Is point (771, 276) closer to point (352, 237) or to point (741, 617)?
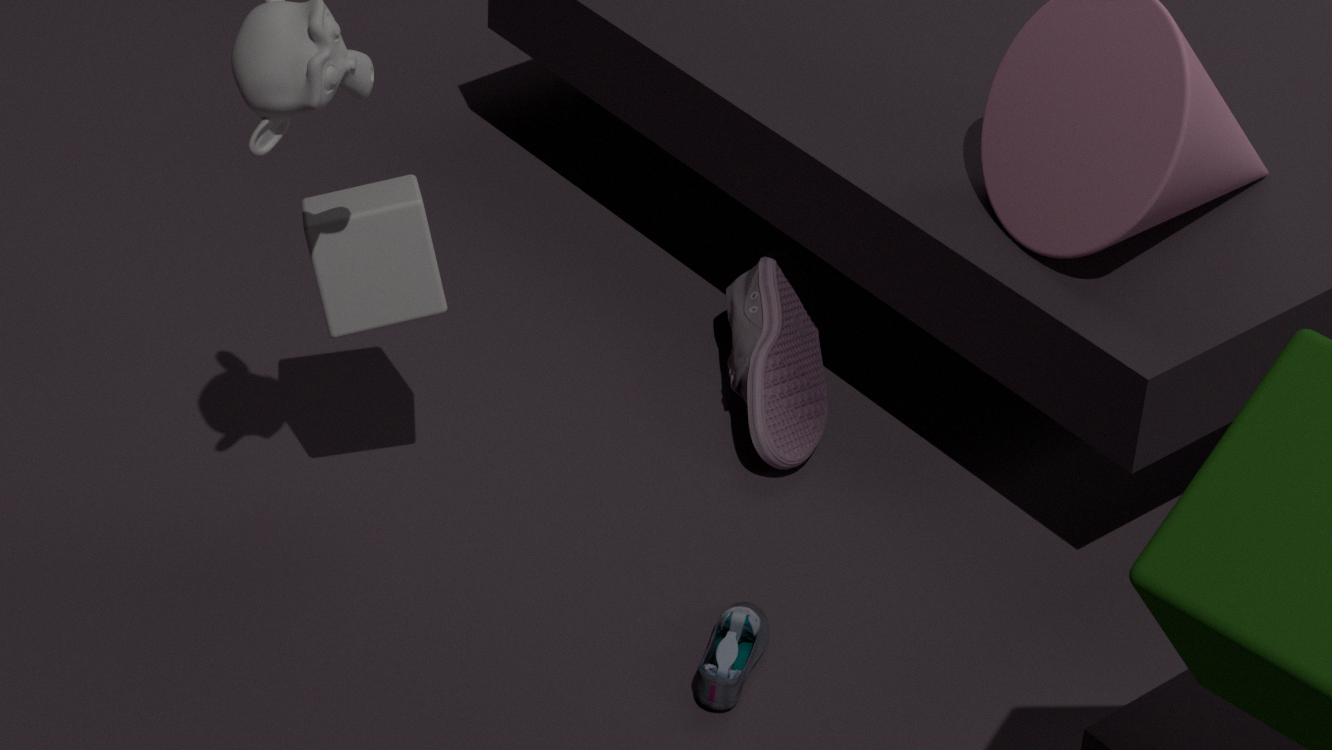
point (741, 617)
